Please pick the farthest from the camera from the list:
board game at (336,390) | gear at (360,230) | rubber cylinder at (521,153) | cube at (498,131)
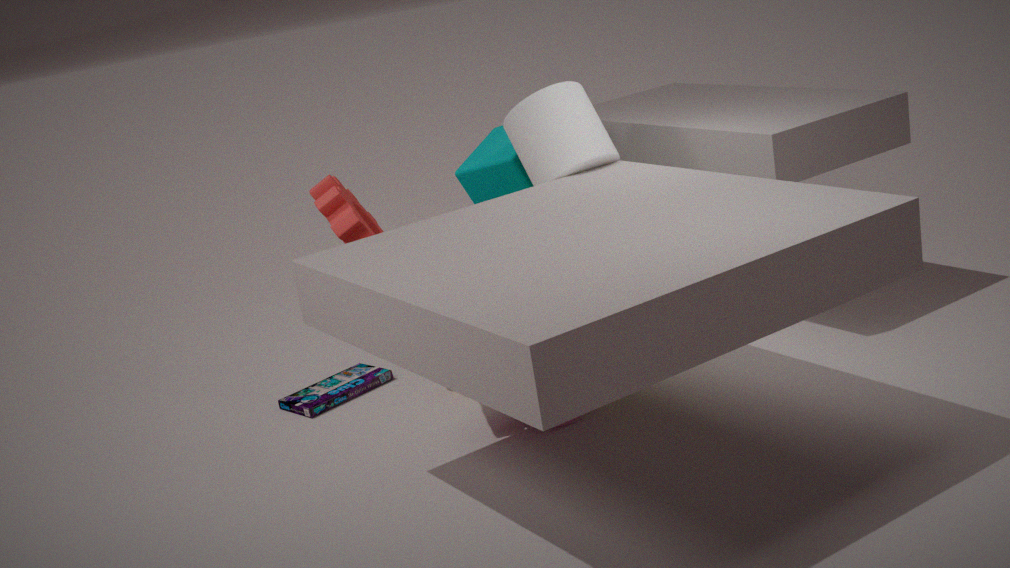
board game at (336,390)
